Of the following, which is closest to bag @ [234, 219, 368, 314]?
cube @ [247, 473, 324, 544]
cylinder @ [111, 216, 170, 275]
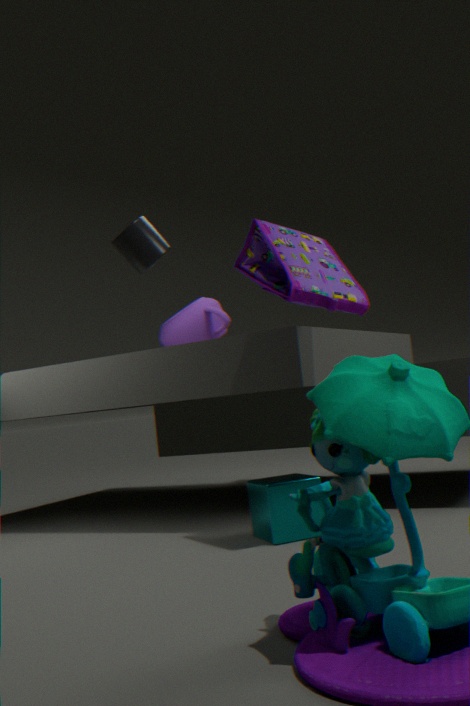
cube @ [247, 473, 324, 544]
